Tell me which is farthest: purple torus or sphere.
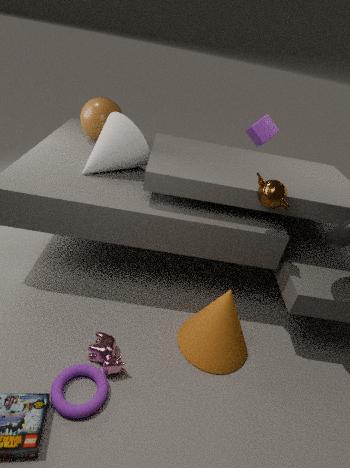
sphere
